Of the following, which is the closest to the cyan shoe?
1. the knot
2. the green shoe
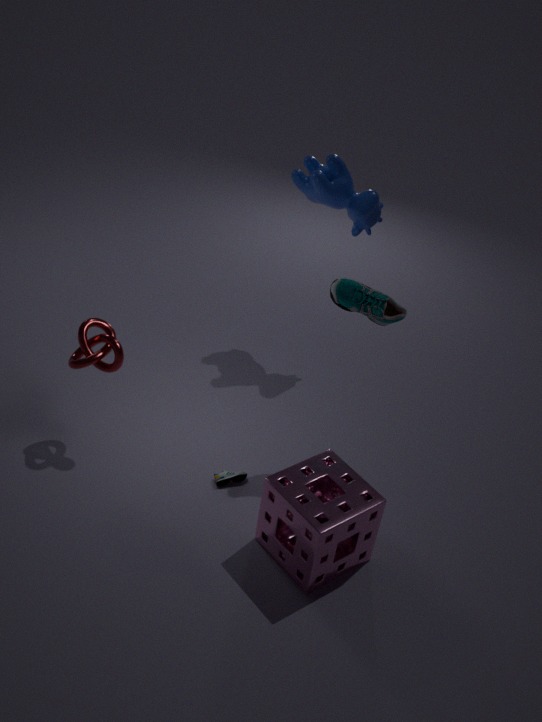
the green shoe
